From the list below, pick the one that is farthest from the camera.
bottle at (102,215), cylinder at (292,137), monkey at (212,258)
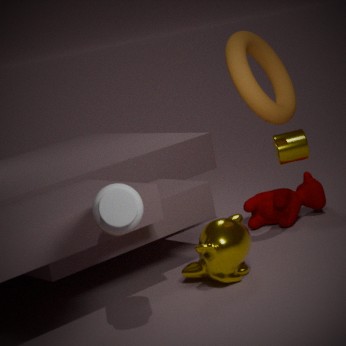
cylinder at (292,137)
